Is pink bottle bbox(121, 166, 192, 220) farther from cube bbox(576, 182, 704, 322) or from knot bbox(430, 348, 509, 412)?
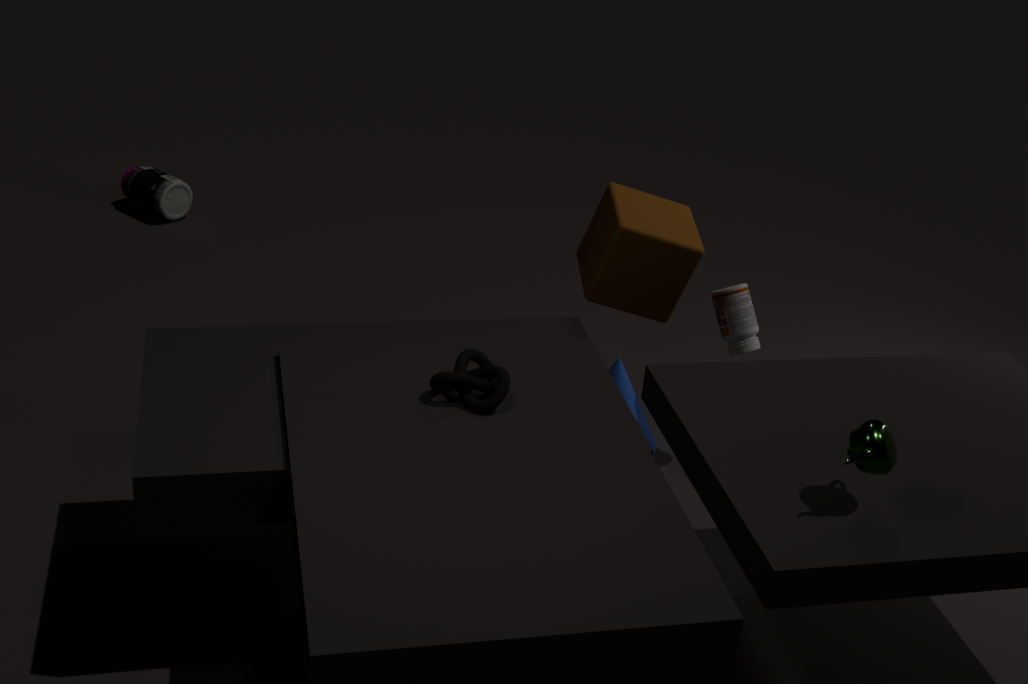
knot bbox(430, 348, 509, 412)
